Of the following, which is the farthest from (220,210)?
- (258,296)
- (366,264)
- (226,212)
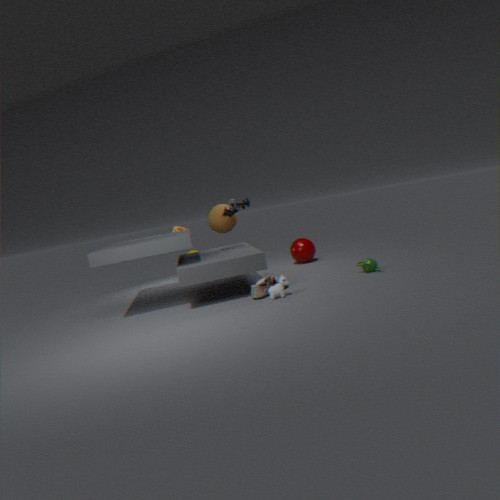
(366,264)
